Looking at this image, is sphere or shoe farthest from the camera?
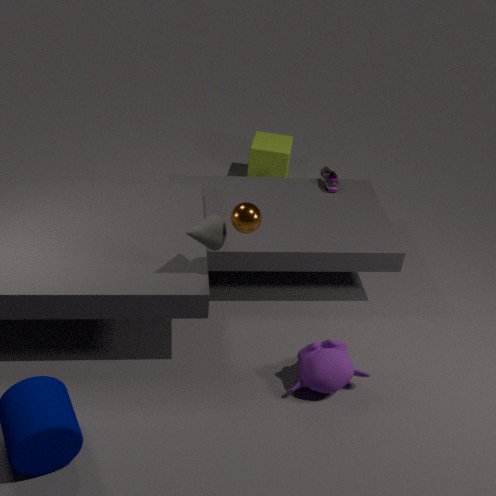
shoe
